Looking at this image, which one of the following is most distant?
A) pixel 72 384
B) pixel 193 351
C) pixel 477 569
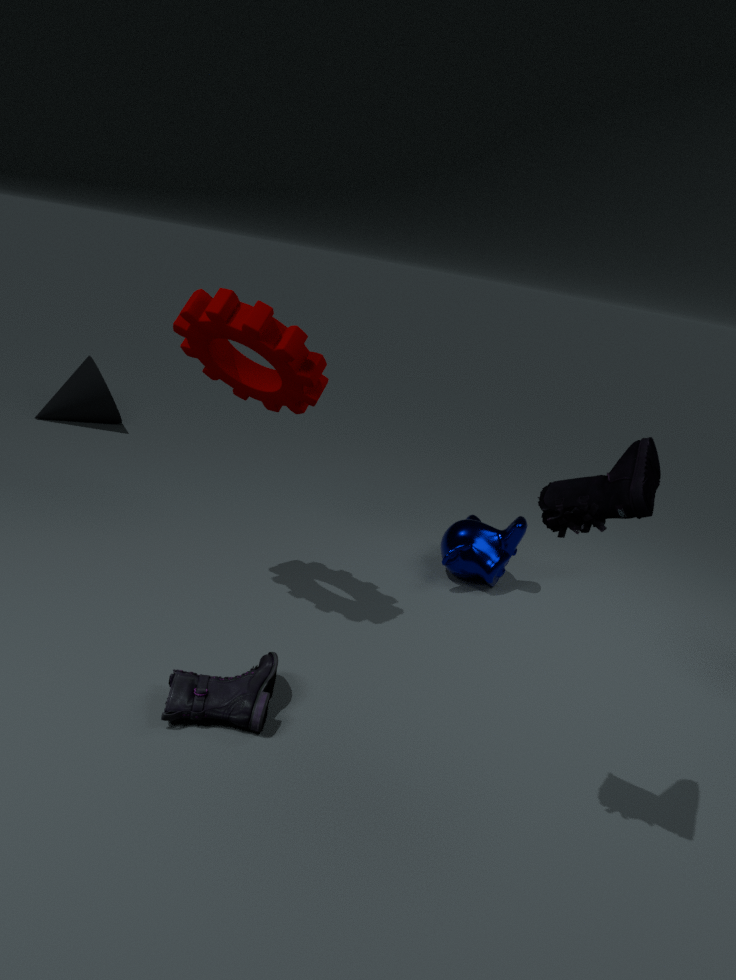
pixel 72 384
